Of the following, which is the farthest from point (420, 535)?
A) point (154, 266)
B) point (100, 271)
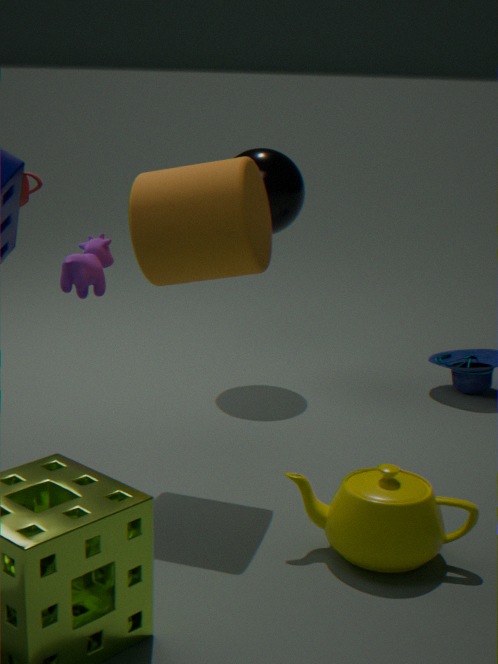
point (100, 271)
